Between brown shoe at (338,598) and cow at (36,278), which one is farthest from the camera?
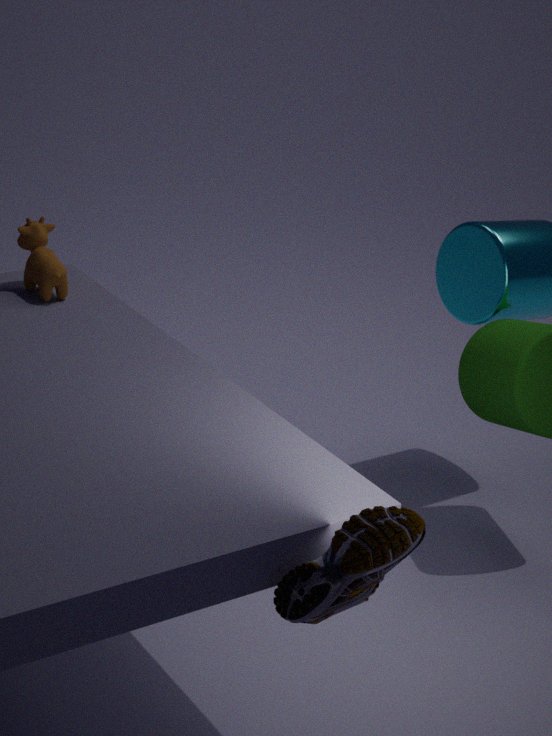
cow at (36,278)
